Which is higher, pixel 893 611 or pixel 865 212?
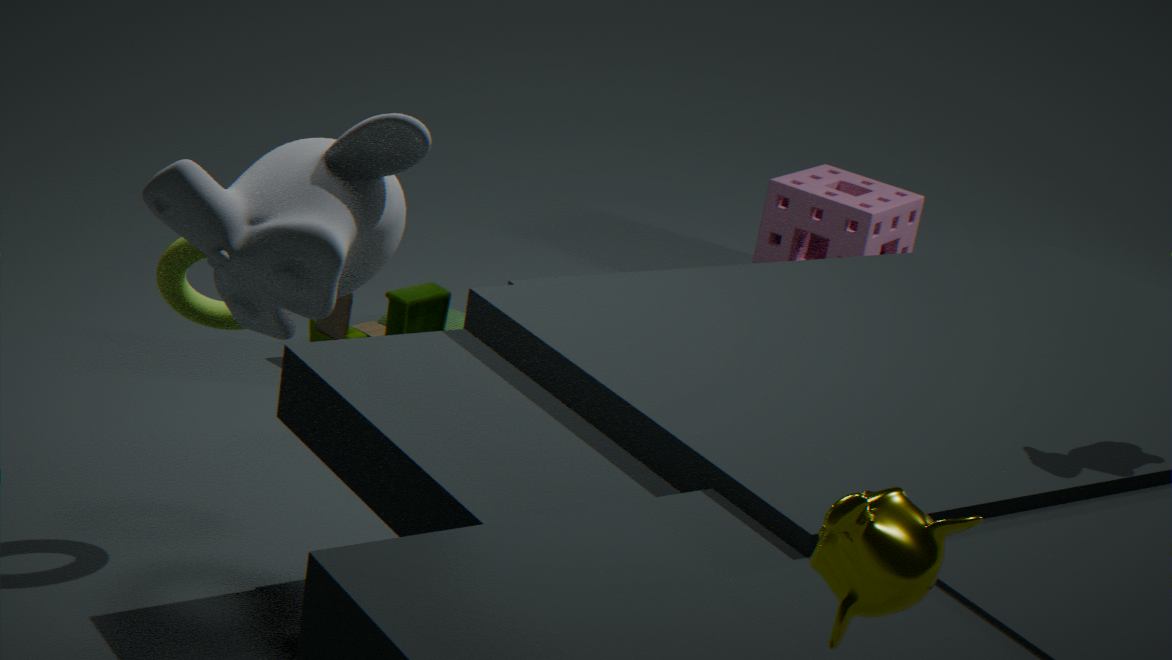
pixel 893 611
